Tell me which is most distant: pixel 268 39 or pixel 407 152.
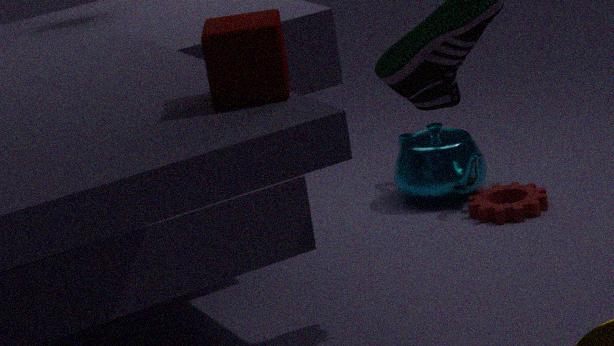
pixel 407 152
